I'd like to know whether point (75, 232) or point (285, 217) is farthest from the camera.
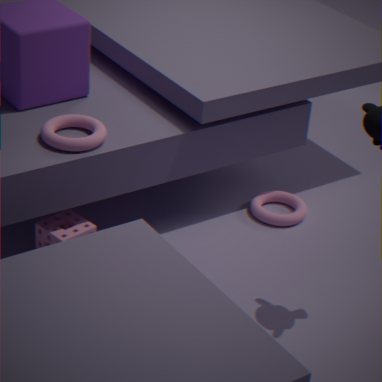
point (285, 217)
